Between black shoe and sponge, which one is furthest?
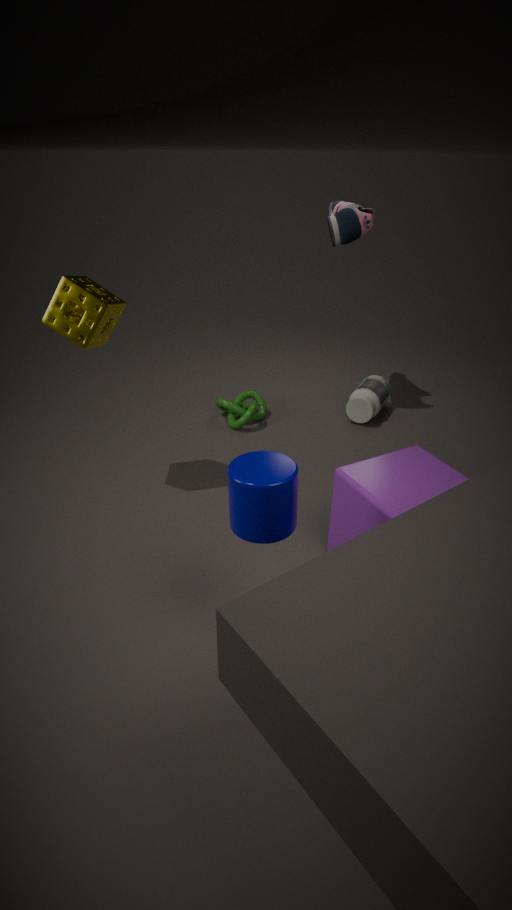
black shoe
